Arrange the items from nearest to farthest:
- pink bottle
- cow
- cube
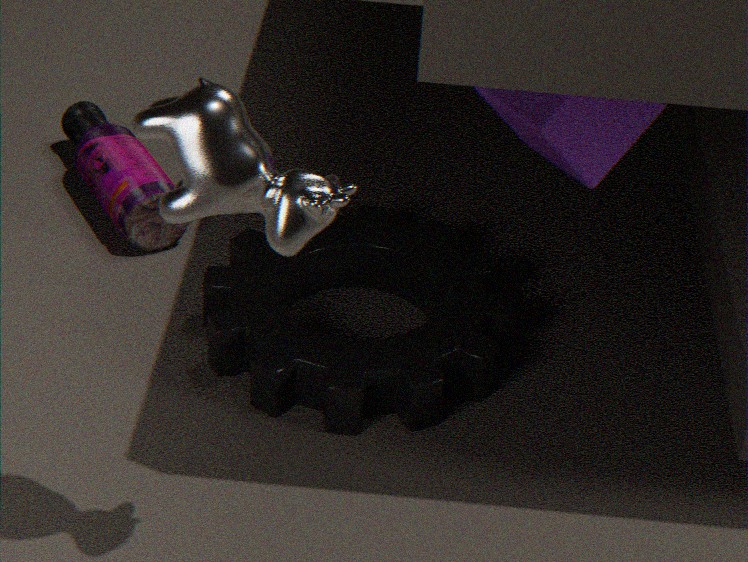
1. cow
2. cube
3. pink bottle
